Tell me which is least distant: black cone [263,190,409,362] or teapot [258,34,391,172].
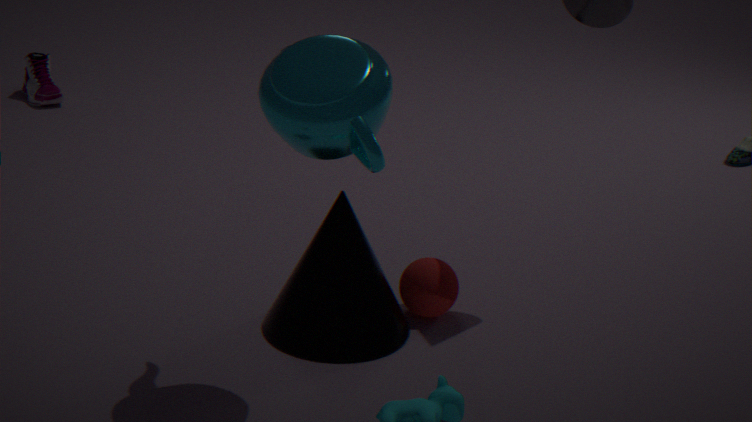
teapot [258,34,391,172]
